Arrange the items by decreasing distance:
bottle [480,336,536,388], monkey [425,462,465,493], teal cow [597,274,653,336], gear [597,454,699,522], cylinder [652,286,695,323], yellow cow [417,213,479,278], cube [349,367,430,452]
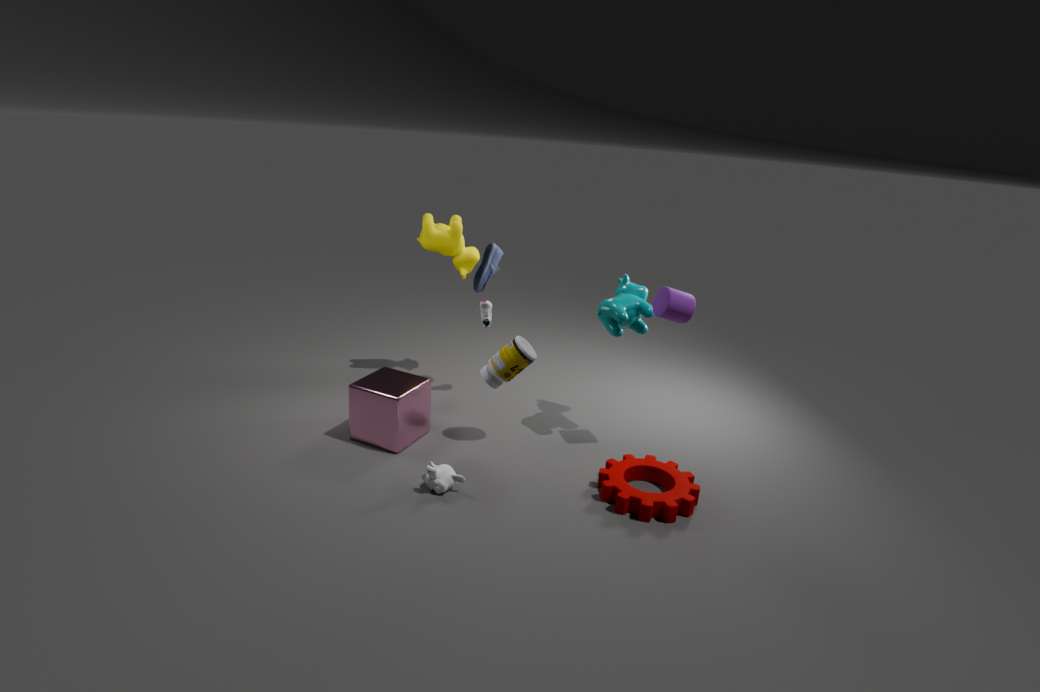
1. yellow cow [417,213,479,278]
2. teal cow [597,274,653,336]
3. bottle [480,336,536,388]
4. cube [349,367,430,452]
5. cylinder [652,286,695,323]
6. monkey [425,462,465,493]
7. gear [597,454,699,522]
